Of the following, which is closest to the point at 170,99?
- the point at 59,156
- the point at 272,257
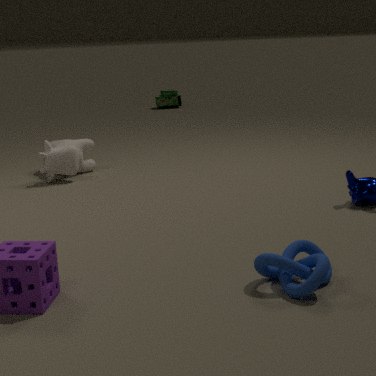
the point at 59,156
